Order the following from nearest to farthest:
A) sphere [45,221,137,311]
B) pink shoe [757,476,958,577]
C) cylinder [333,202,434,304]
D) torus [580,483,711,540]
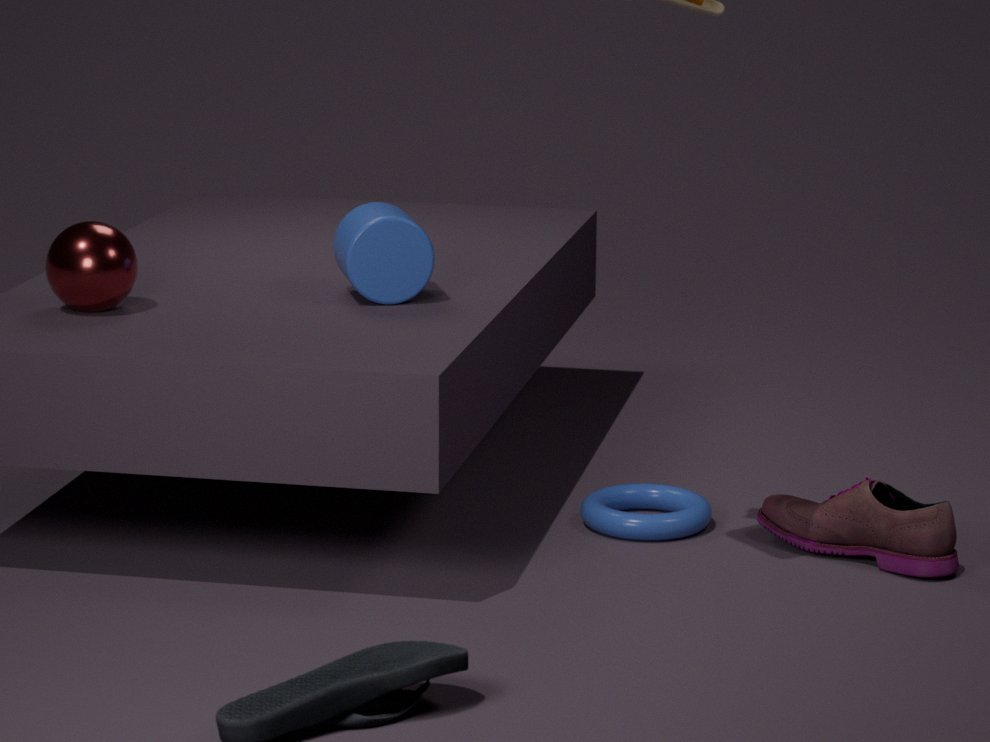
pink shoe [757,476,958,577]
sphere [45,221,137,311]
cylinder [333,202,434,304]
torus [580,483,711,540]
